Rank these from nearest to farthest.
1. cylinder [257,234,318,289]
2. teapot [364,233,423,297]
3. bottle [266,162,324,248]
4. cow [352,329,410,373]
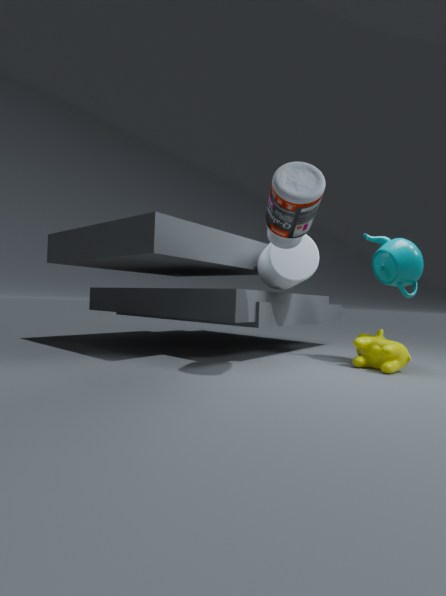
bottle [266,162,324,248], cow [352,329,410,373], teapot [364,233,423,297], cylinder [257,234,318,289]
